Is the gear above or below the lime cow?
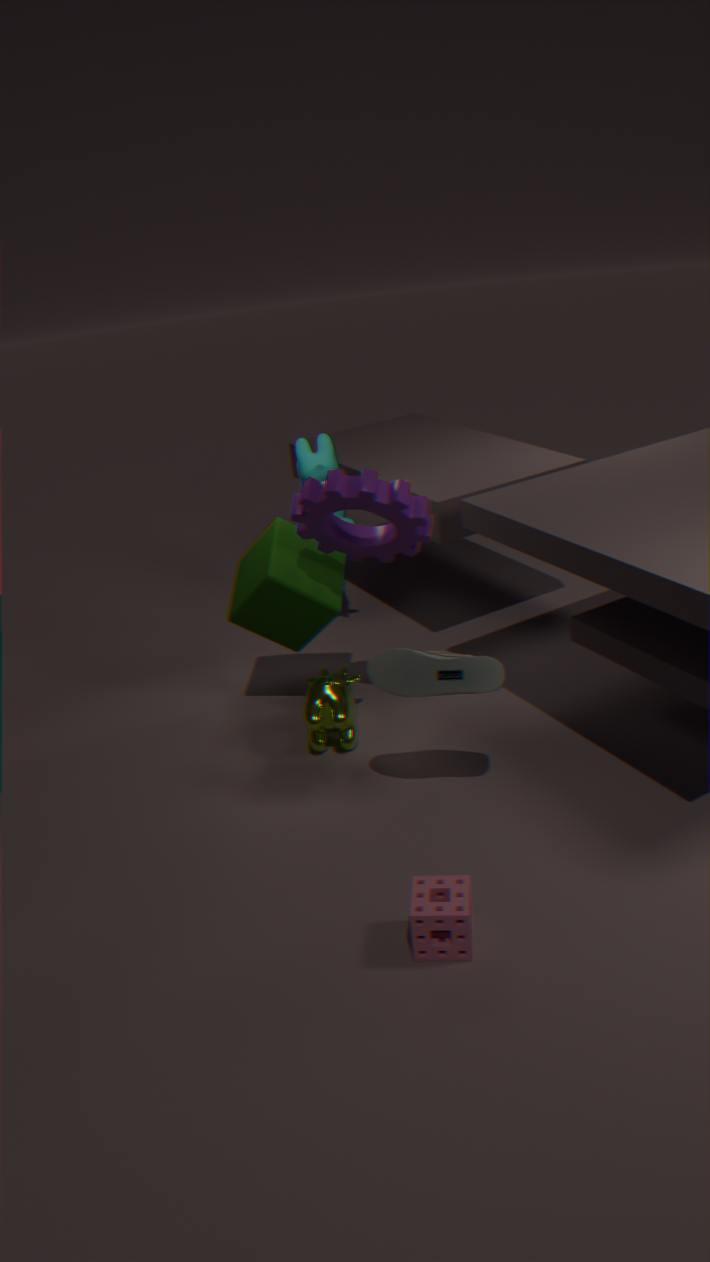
above
